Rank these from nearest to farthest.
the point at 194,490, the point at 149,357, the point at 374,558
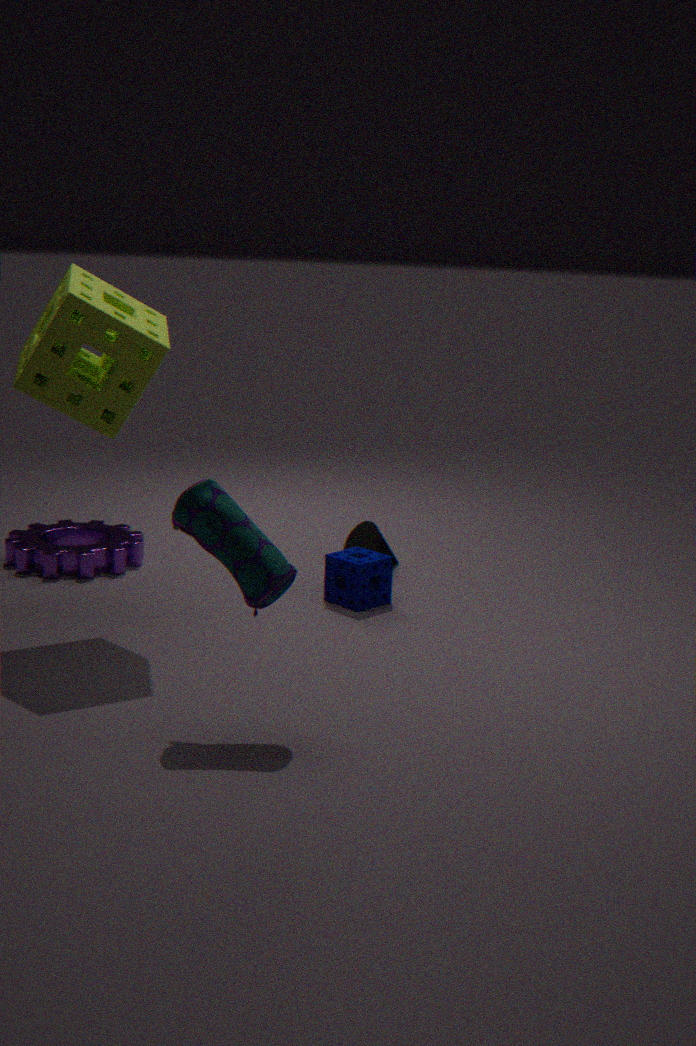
the point at 194,490, the point at 149,357, the point at 374,558
